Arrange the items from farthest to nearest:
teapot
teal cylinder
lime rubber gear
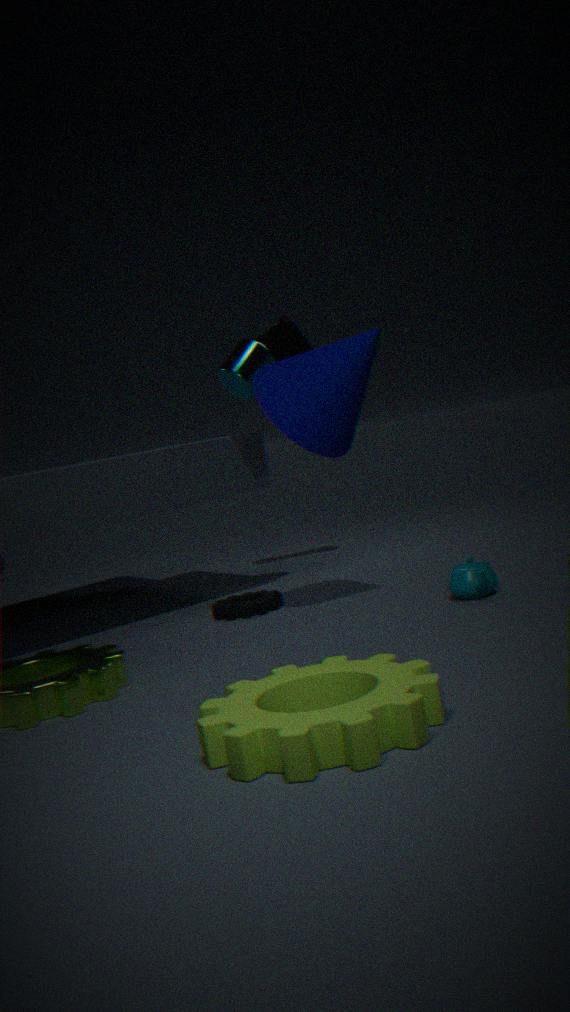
teal cylinder → teapot → lime rubber gear
